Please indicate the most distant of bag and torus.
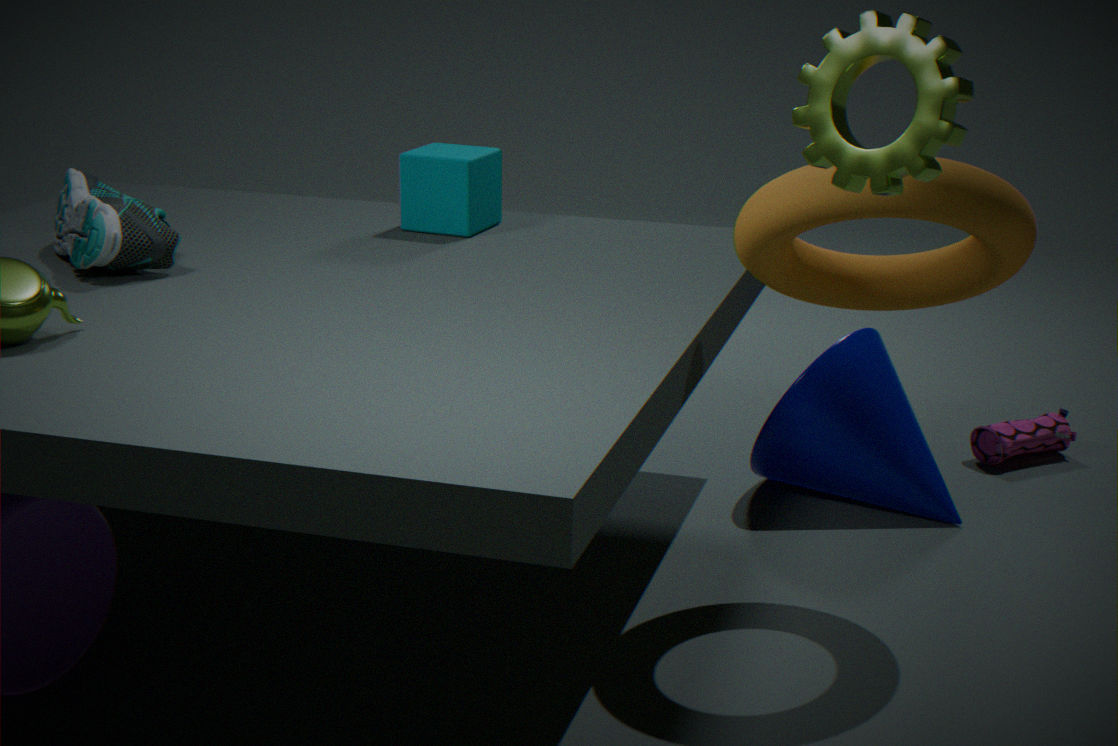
bag
